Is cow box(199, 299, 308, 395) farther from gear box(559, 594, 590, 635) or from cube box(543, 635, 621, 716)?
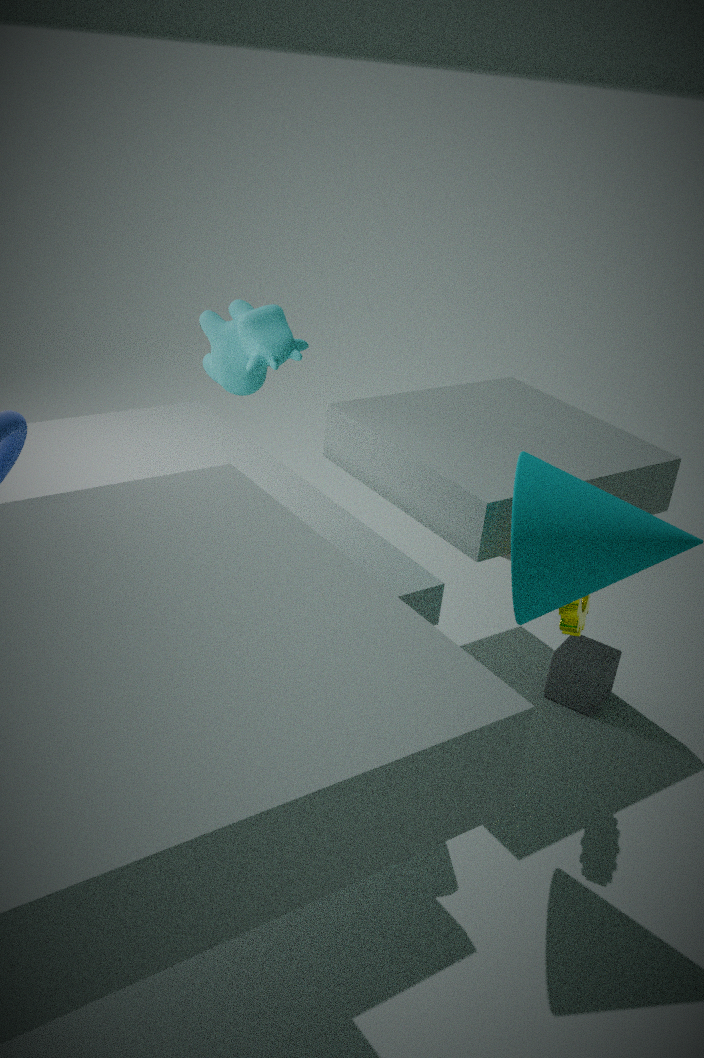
cube box(543, 635, 621, 716)
